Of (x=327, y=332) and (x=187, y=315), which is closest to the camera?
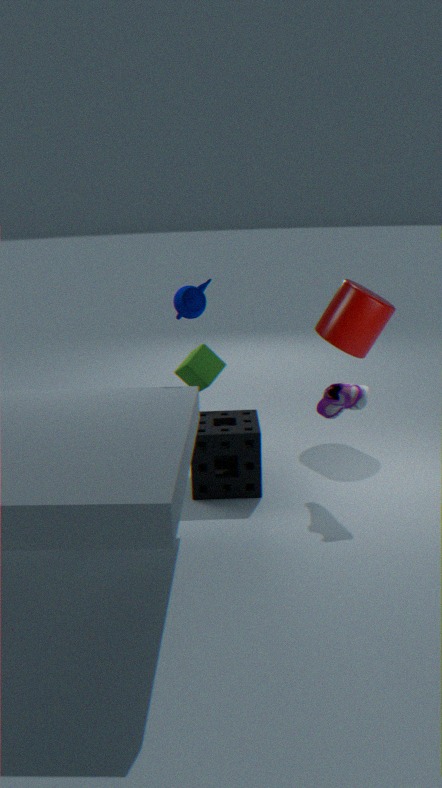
(x=187, y=315)
